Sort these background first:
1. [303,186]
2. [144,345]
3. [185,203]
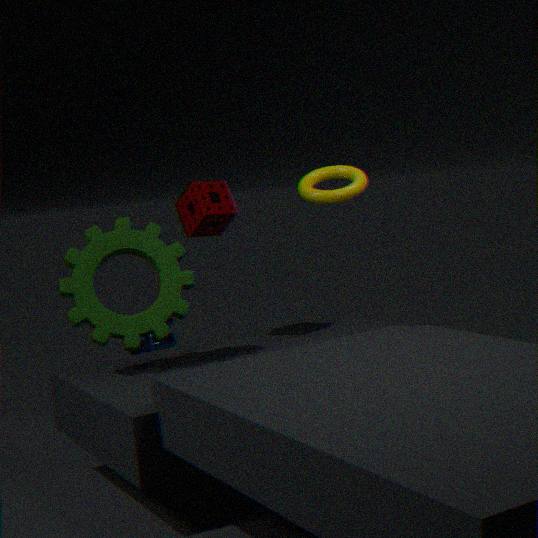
[144,345] → [185,203] → [303,186]
